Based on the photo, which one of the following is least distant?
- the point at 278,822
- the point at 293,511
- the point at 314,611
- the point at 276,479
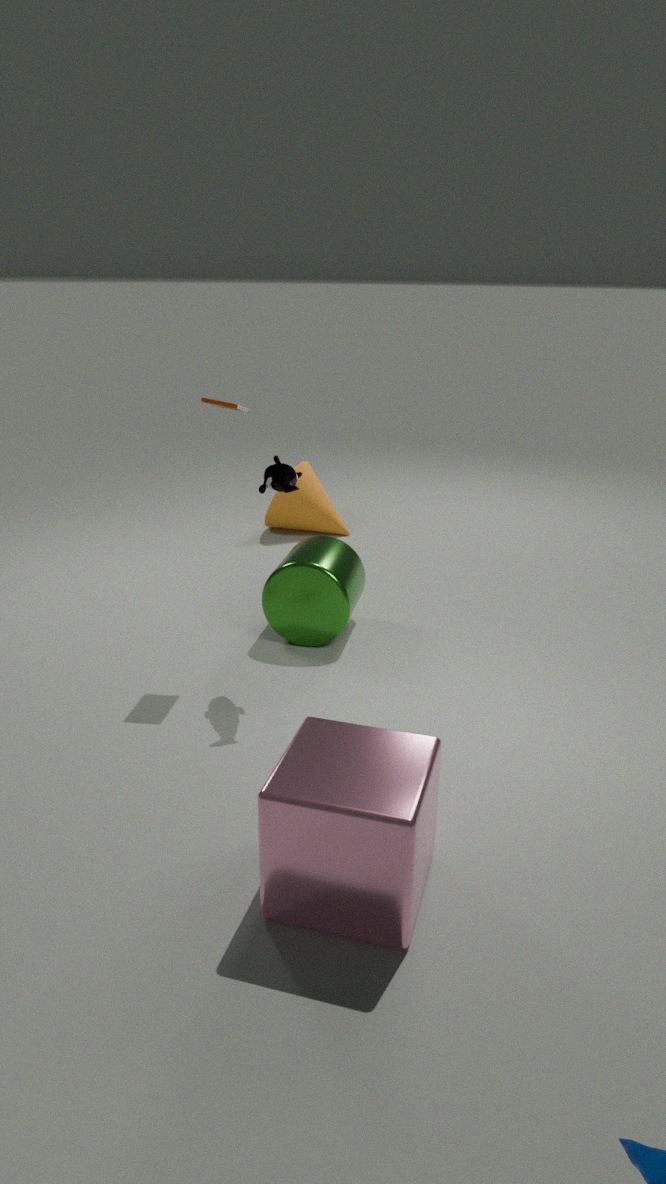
the point at 278,822
